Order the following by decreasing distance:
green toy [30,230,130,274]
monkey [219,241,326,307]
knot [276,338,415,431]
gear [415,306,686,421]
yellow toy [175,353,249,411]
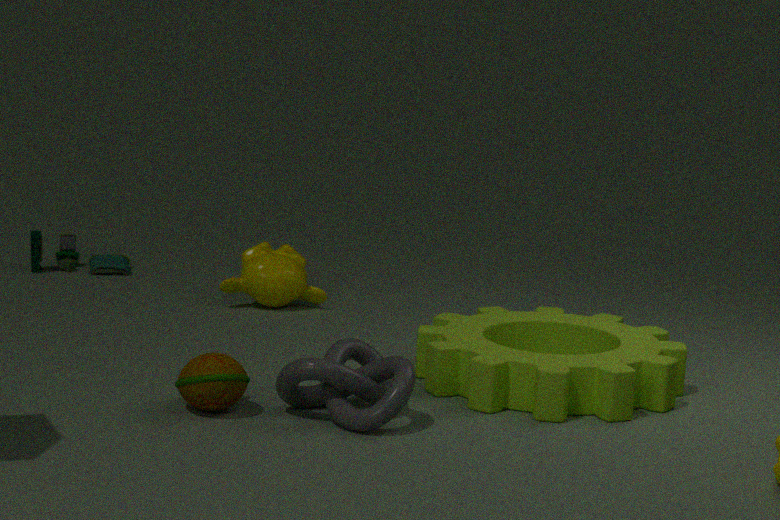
green toy [30,230,130,274]
monkey [219,241,326,307]
gear [415,306,686,421]
yellow toy [175,353,249,411]
knot [276,338,415,431]
